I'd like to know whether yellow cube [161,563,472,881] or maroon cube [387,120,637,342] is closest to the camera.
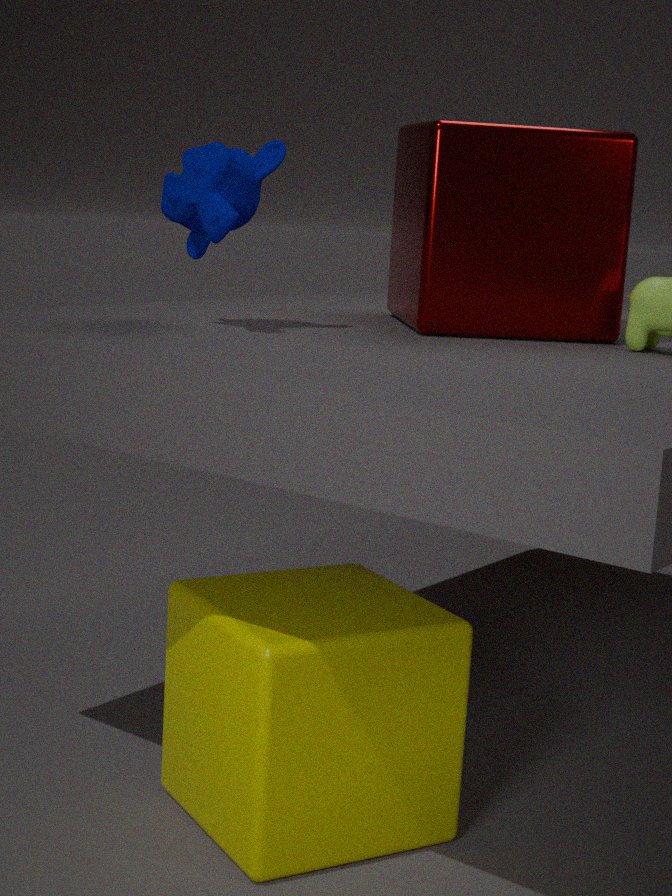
yellow cube [161,563,472,881]
